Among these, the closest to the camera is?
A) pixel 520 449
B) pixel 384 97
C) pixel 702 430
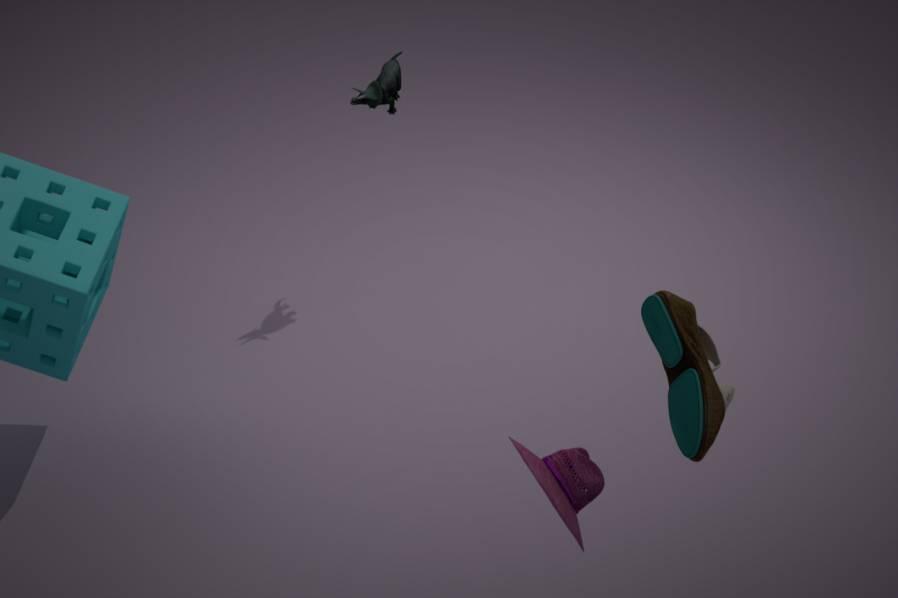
pixel 520 449
